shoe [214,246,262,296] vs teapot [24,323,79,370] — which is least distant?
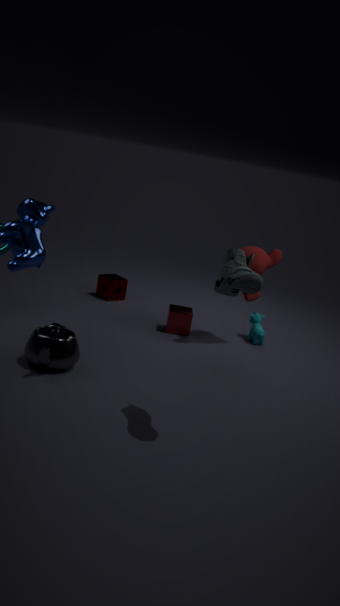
shoe [214,246,262,296]
